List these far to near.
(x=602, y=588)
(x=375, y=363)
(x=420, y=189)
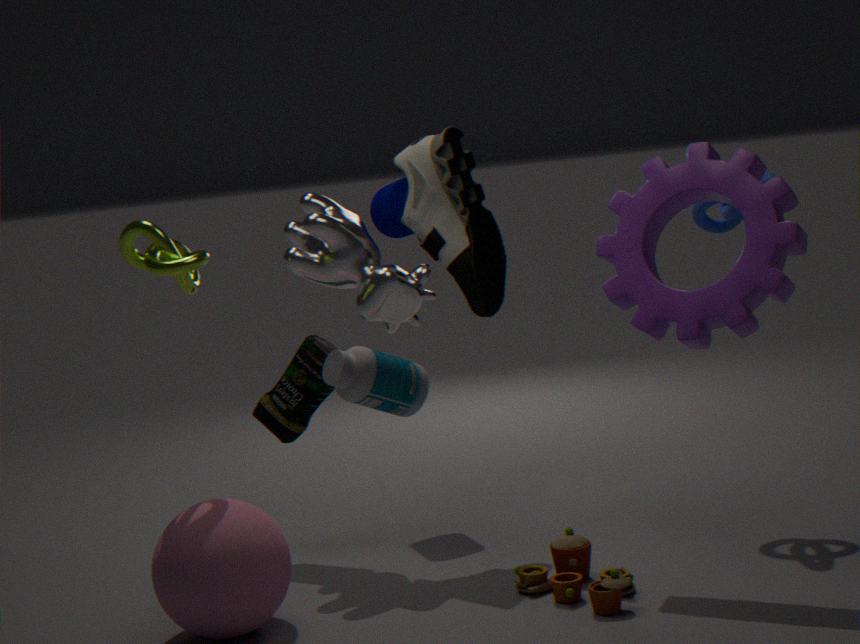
(x=420, y=189)
(x=602, y=588)
(x=375, y=363)
